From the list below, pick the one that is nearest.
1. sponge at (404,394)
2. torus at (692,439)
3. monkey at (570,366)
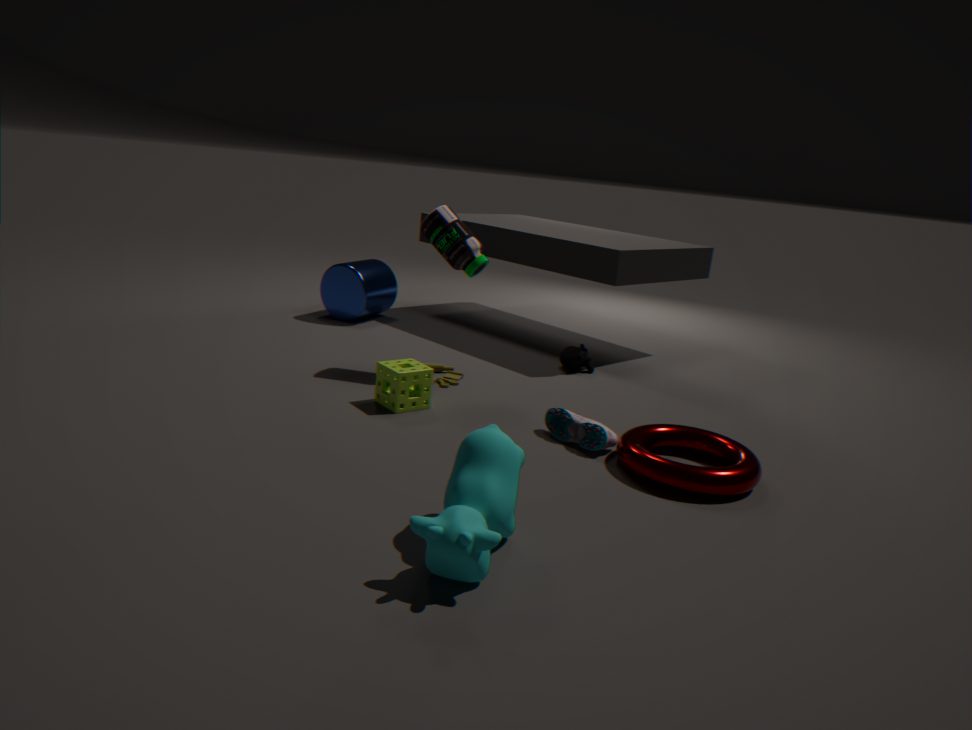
torus at (692,439)
